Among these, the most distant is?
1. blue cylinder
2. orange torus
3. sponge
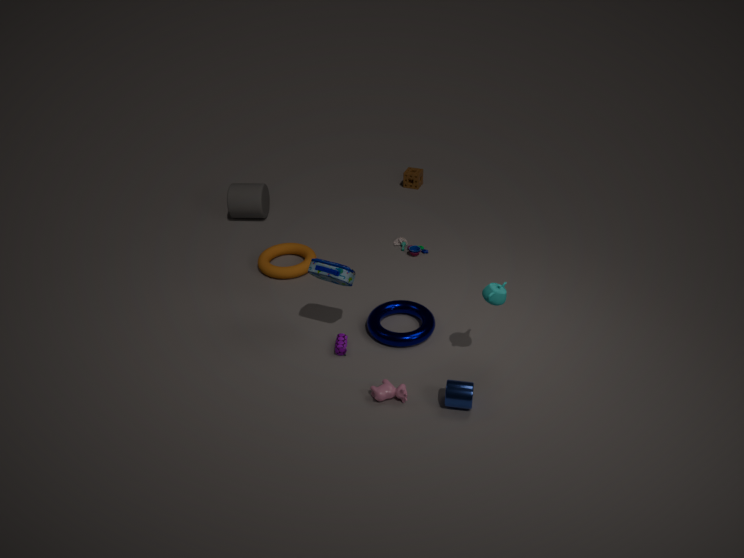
sponge
